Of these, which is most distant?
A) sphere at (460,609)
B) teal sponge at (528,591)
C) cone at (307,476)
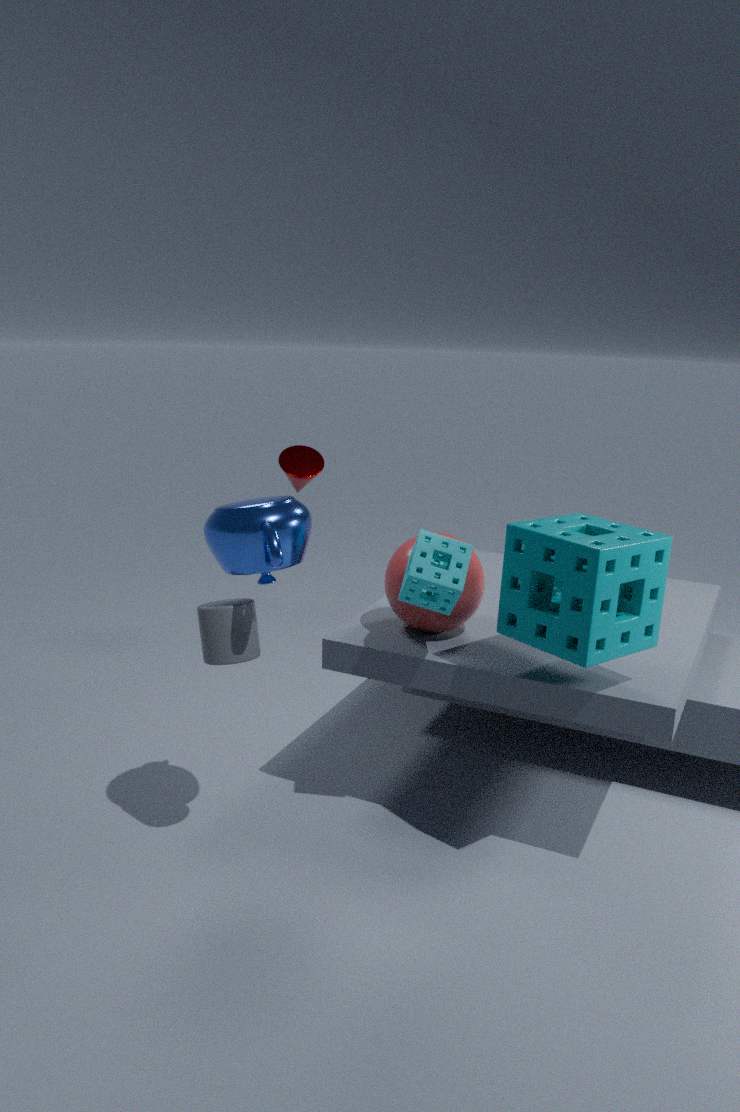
cone at (307,476)
